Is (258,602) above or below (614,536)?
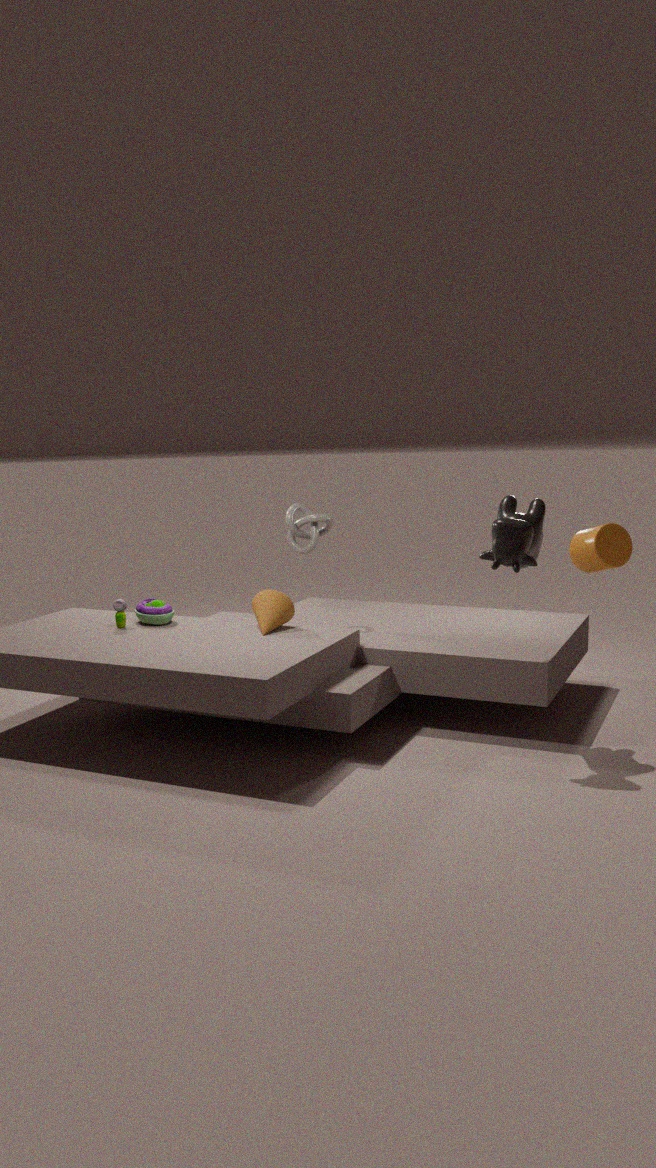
below
